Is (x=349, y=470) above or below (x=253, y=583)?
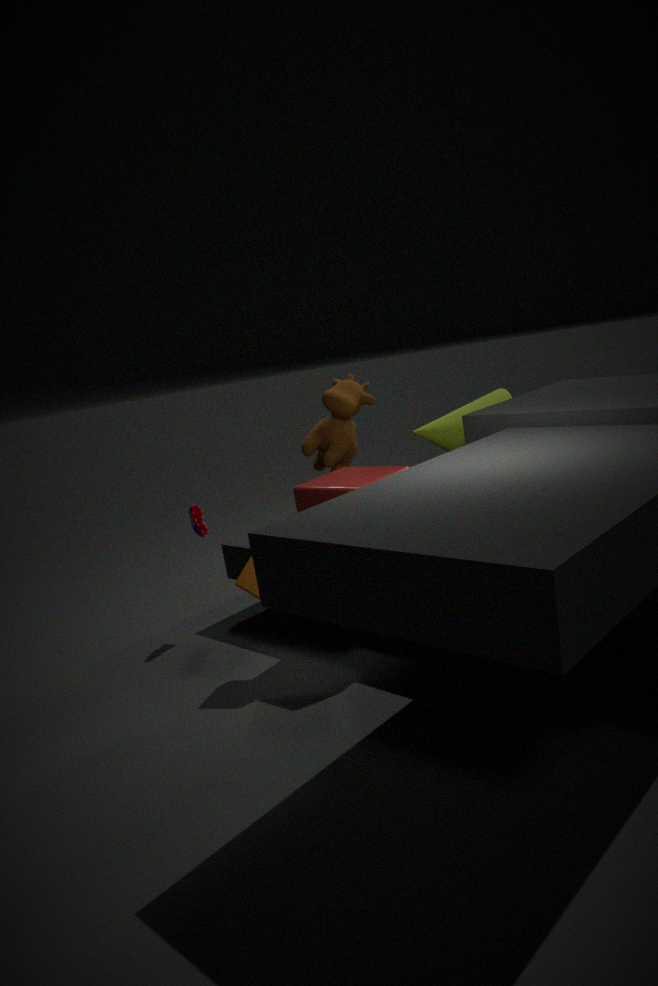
above
